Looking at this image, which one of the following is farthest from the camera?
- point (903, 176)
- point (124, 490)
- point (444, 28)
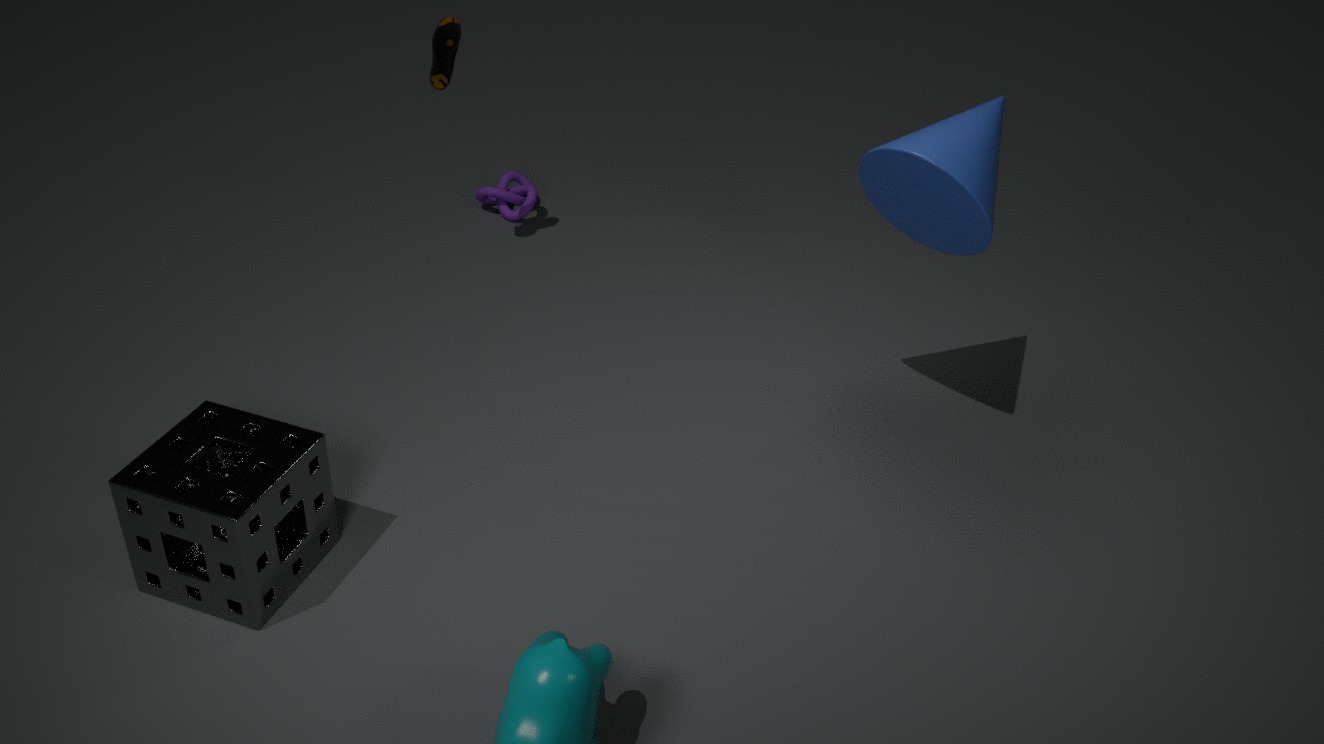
point (444, 28)
